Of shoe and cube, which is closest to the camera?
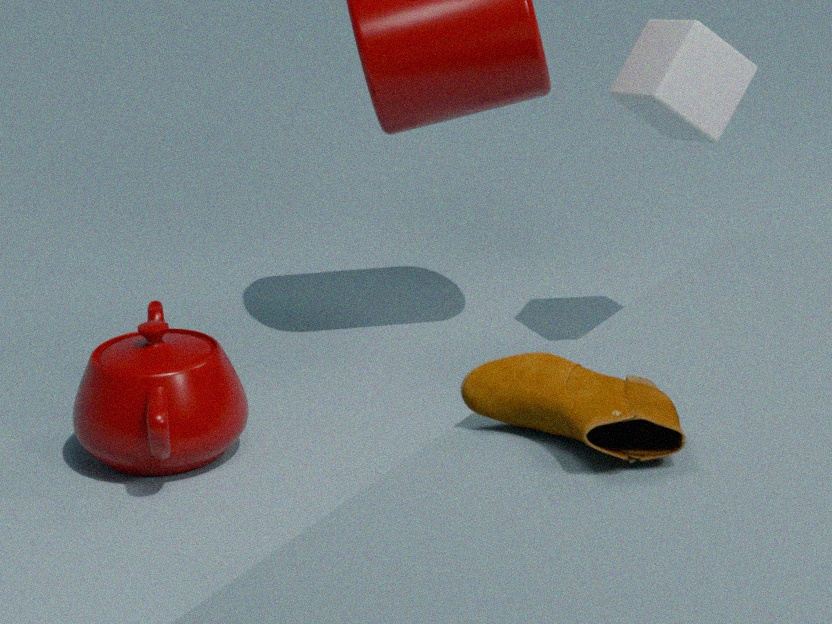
shoe
